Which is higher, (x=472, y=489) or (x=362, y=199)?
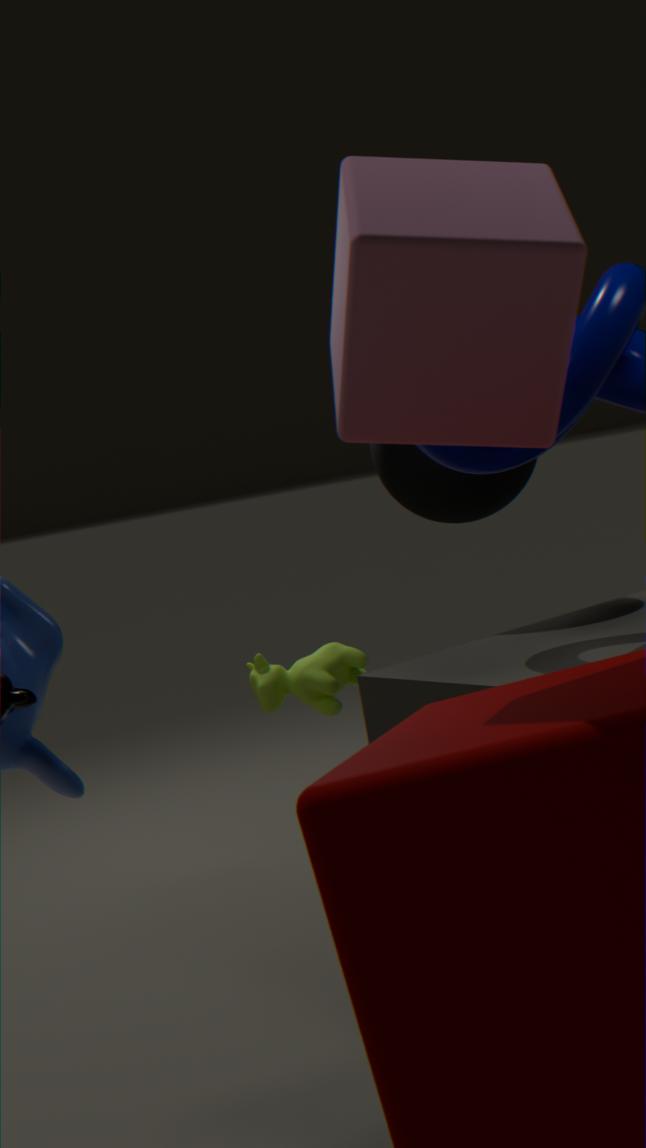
(x=362, y=199)
